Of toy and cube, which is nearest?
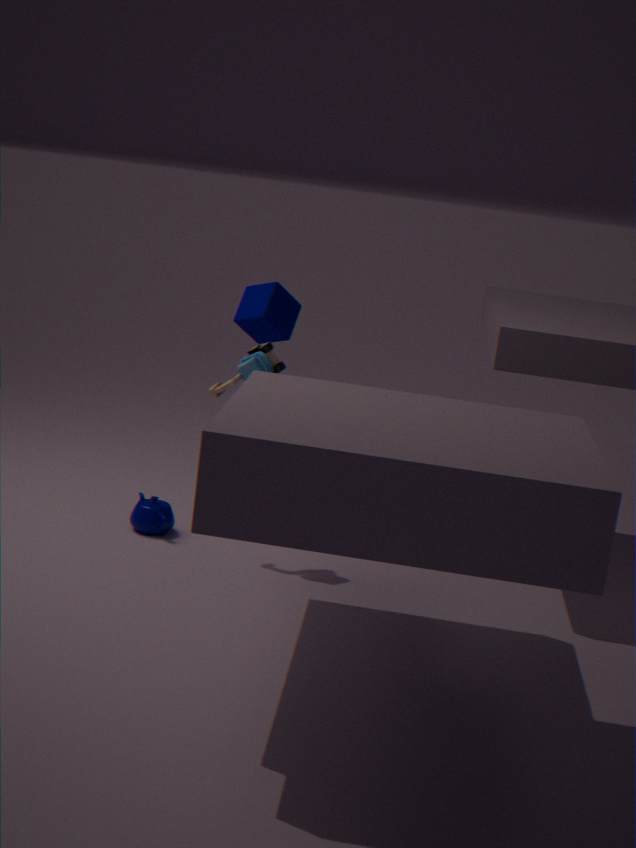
toy
